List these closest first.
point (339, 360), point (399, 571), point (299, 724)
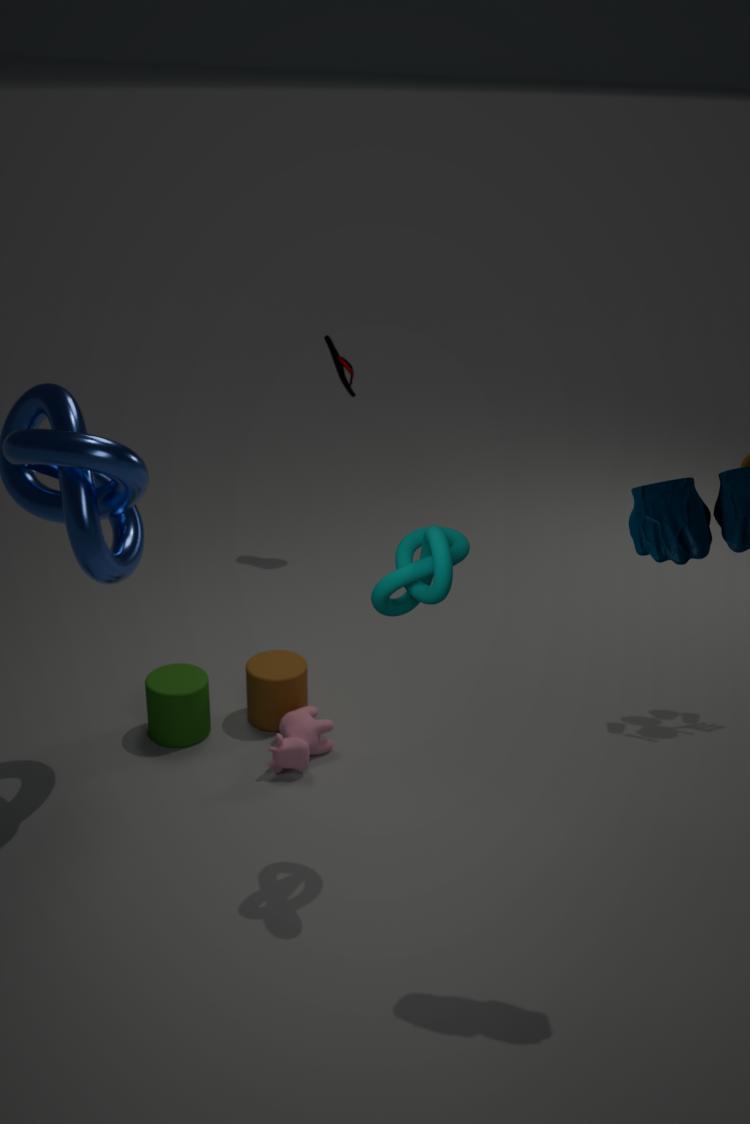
1. point (399, 571)
2. point (299, 724)
3. point (339, 360)
